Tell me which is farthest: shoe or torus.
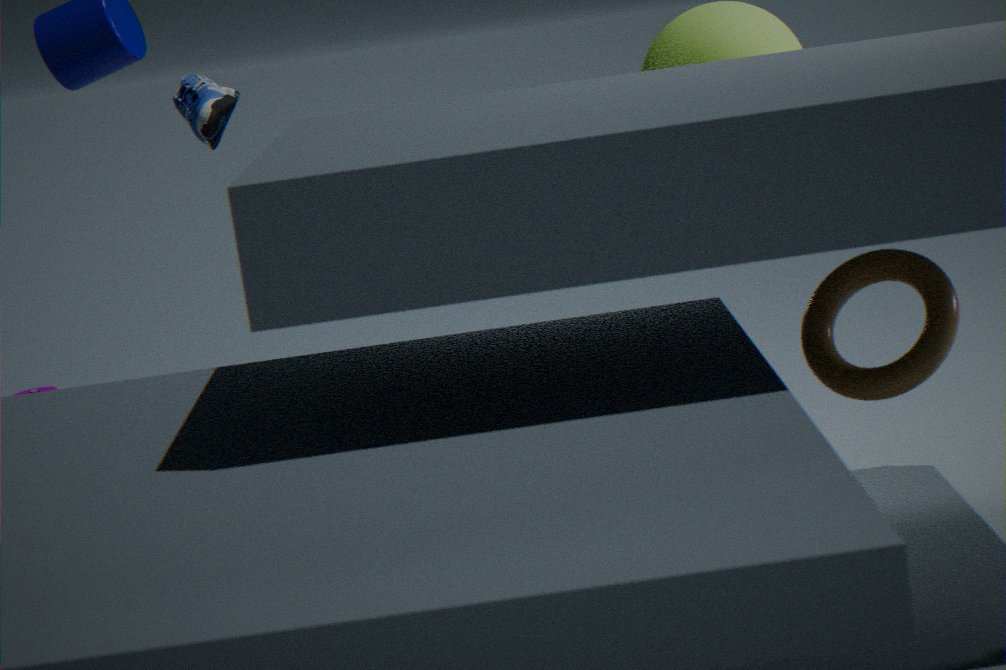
shoe
